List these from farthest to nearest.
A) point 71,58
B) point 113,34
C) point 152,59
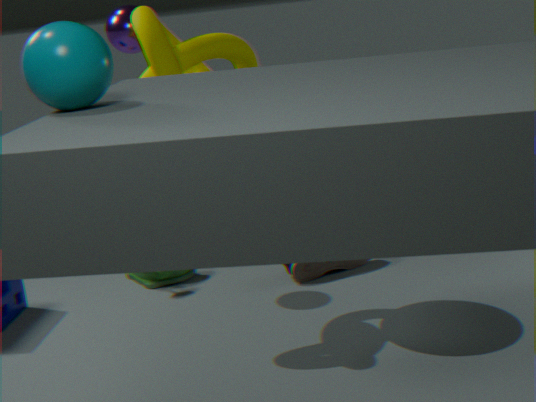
point 113,34
point 152,59
point 71,58
